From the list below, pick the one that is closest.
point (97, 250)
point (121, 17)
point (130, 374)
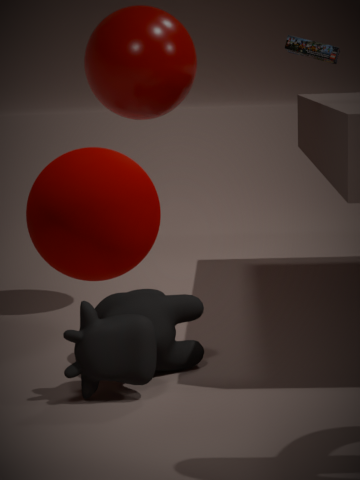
point (97, 250)
